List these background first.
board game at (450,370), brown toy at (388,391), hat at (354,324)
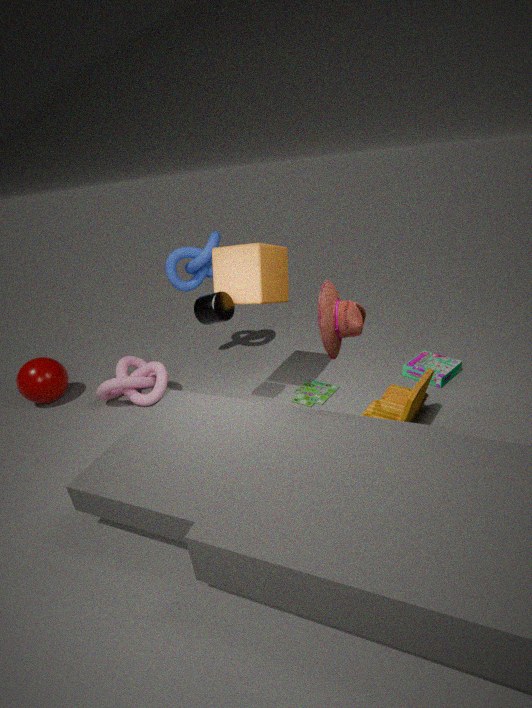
1. board game at (450,370)
2. brown toy at (388,391)
3. hat at (354,324)
